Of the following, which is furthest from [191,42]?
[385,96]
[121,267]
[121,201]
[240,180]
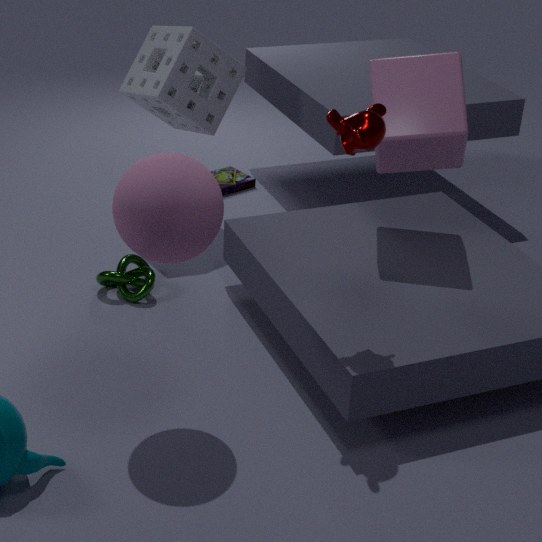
[121,201]
